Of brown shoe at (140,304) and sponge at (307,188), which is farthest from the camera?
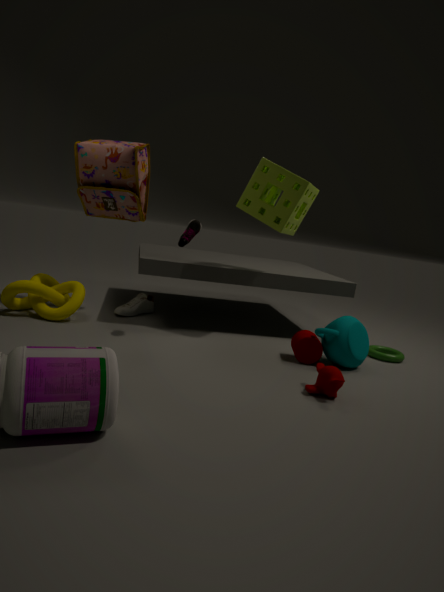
brown shoe at (140,304)
